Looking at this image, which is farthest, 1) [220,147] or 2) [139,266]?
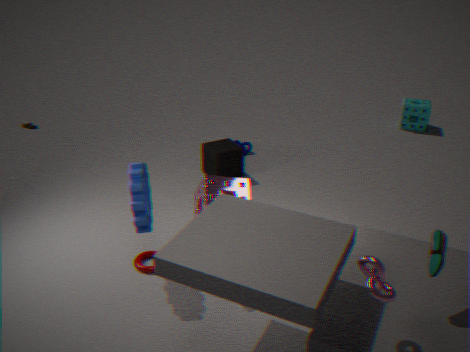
1. [220,147]
